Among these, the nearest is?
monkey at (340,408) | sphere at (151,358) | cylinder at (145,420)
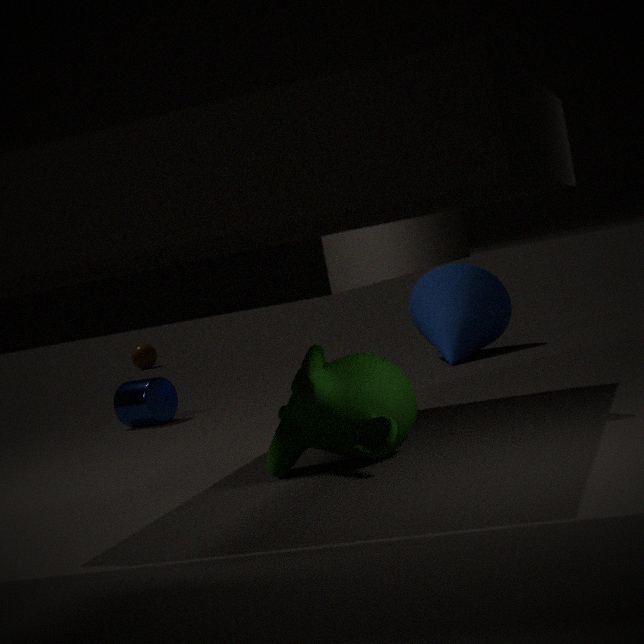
monkey at (340,408)
